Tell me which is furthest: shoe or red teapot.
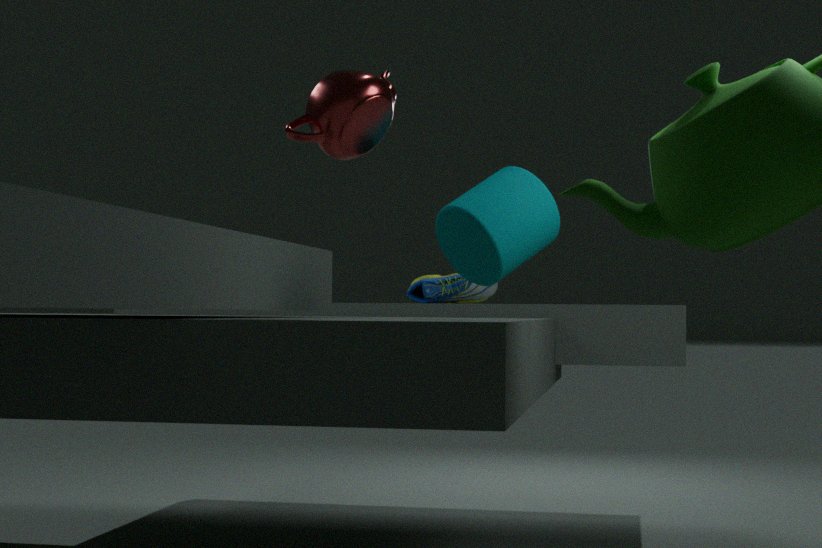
shoe
